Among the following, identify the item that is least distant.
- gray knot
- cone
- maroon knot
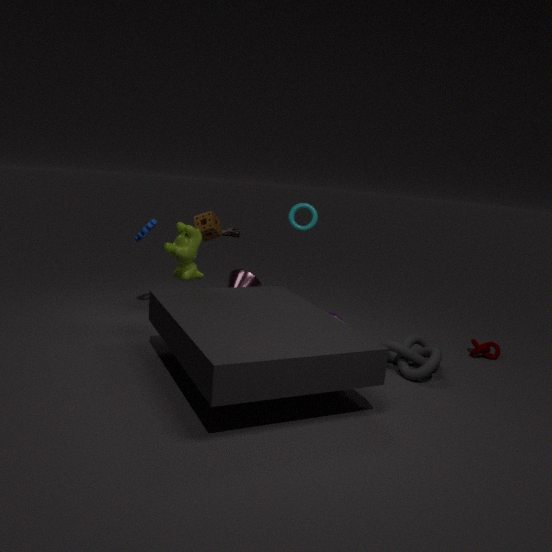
gray knot
